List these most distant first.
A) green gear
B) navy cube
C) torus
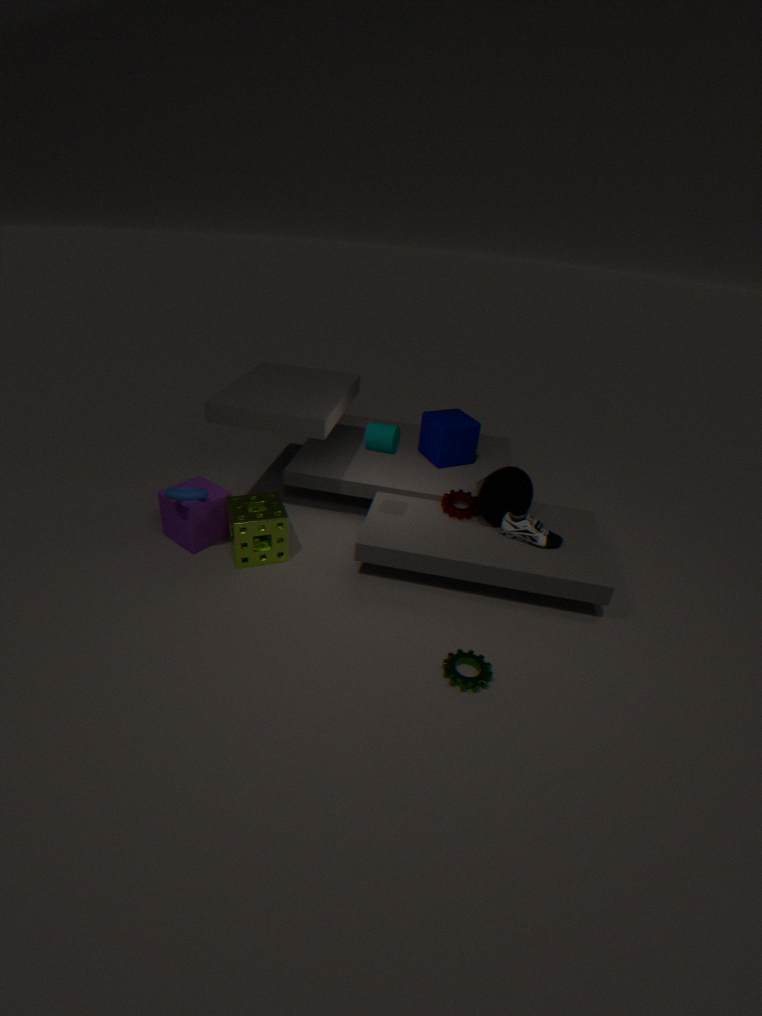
navy cube
torus
green gear
